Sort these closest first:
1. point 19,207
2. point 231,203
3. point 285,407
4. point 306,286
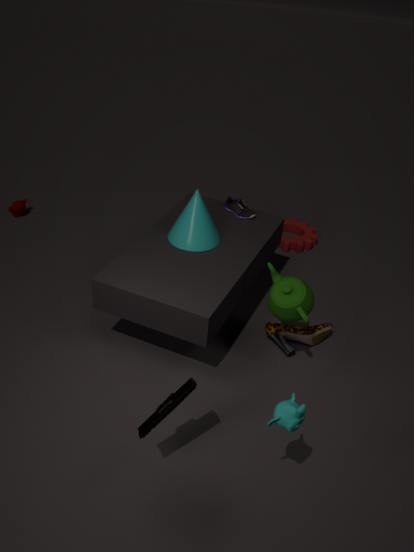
1. point 285,407
2. point 306,286
3. point 231,203
4. point 19,207
